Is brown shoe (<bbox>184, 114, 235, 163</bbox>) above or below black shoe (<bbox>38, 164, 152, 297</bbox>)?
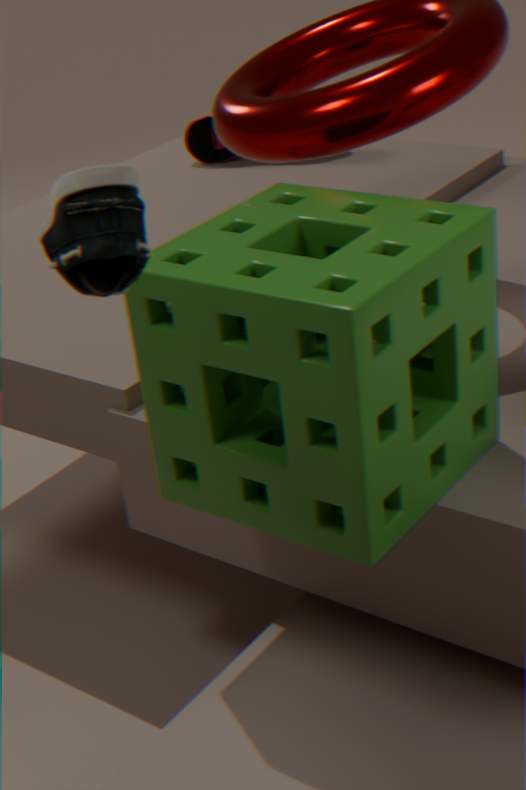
below
